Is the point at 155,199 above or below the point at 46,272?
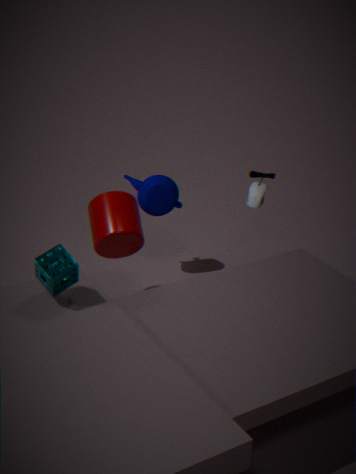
below
